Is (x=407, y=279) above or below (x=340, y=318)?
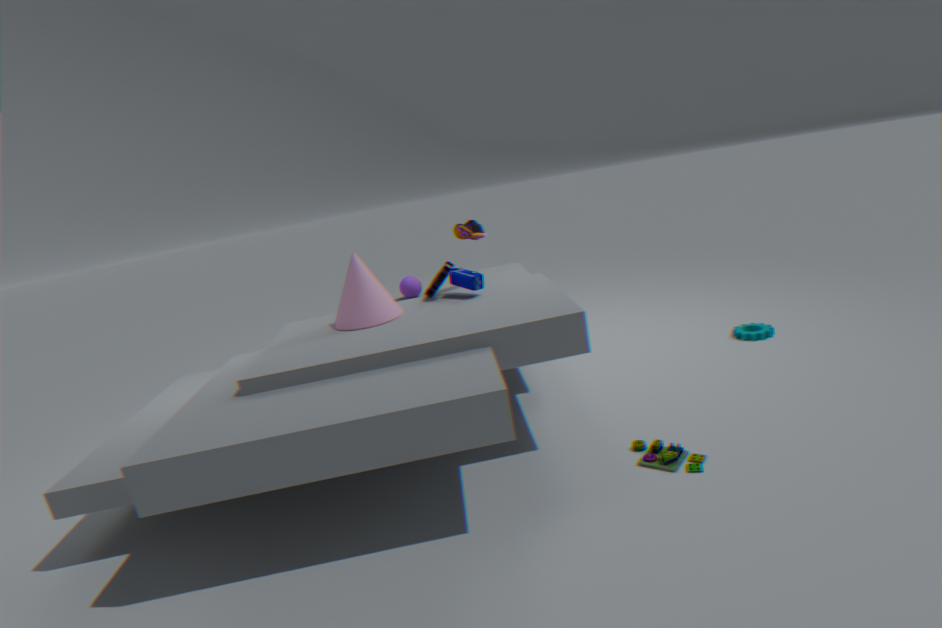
below
